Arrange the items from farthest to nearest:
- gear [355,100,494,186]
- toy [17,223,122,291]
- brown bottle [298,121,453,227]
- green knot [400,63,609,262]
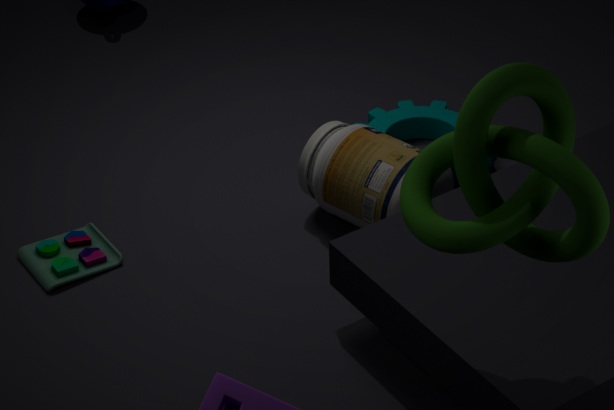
gear [355,100,494,186]
toy [17,223,122,291]
brown bottle [298,121,453,227]
green knot [400,63,609,262]
